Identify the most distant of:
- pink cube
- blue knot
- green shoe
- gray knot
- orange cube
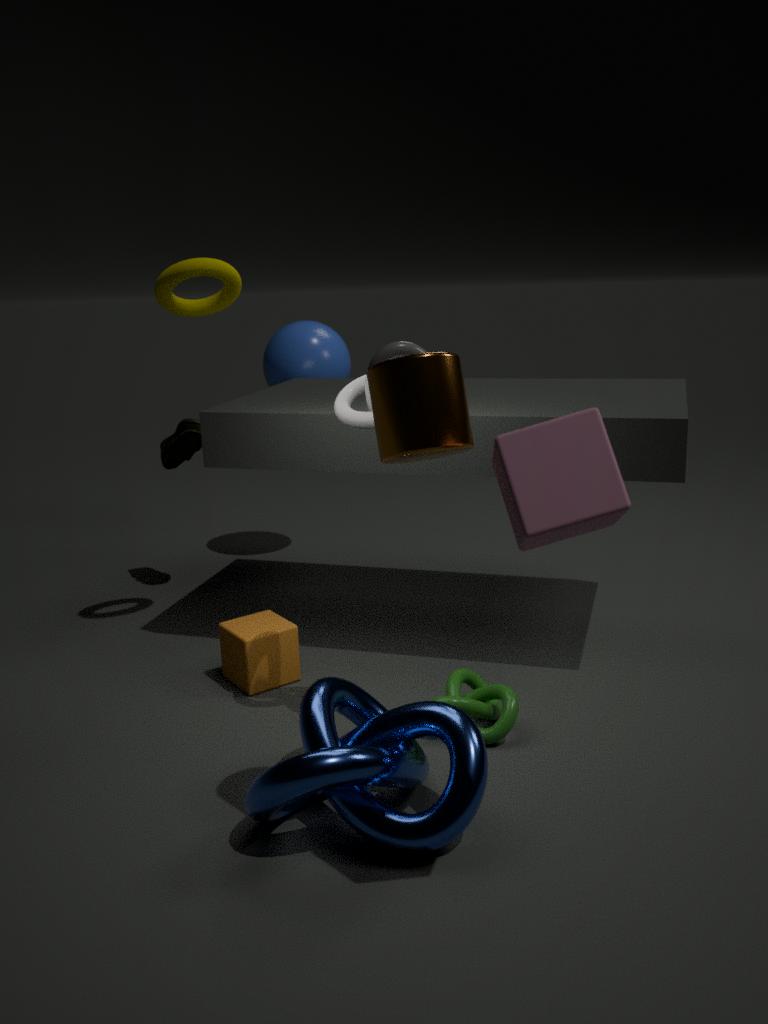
green shoe
